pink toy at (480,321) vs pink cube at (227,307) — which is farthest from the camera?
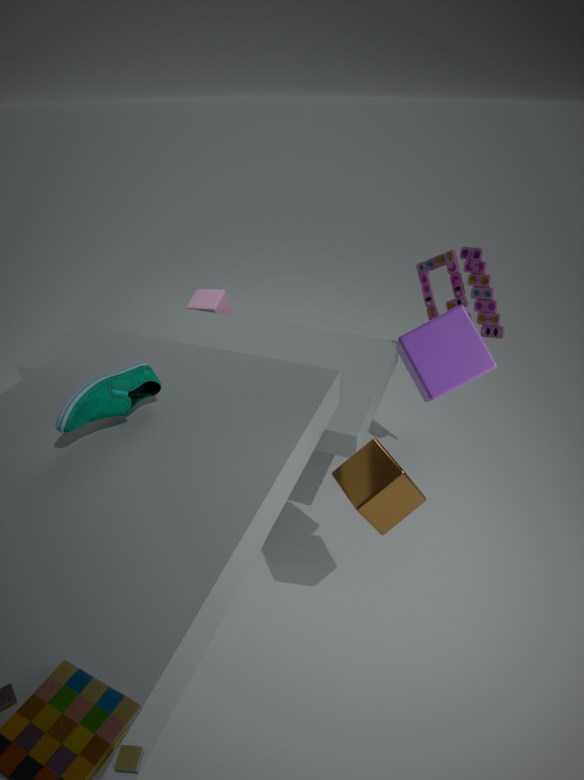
pink cube at (227,307)
